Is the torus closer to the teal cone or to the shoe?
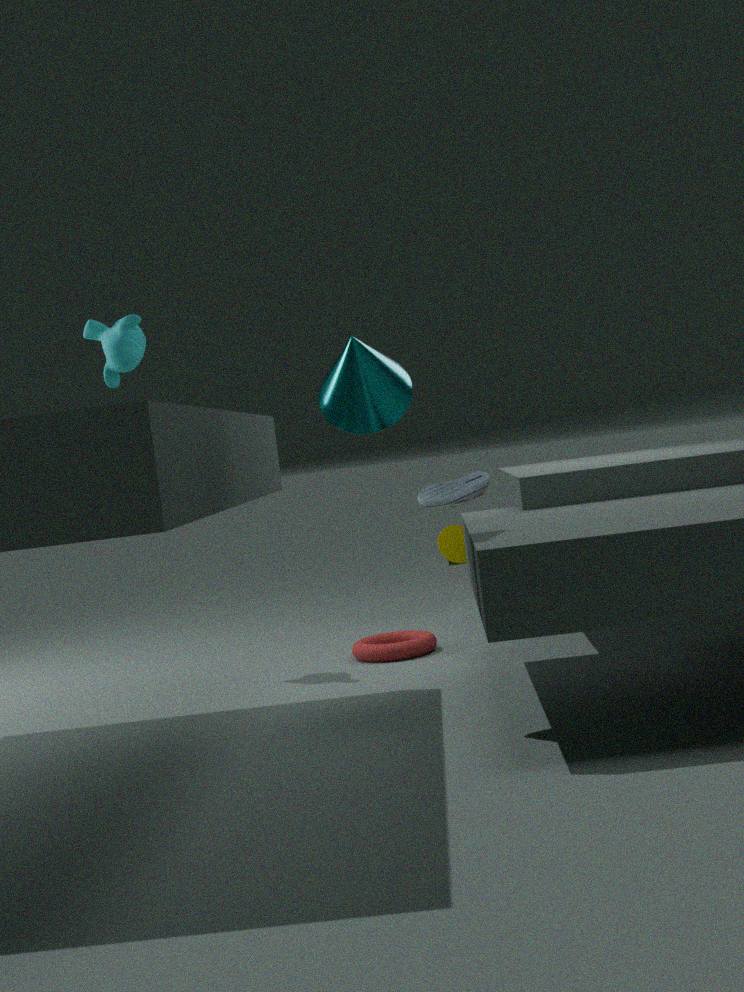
the shoe
